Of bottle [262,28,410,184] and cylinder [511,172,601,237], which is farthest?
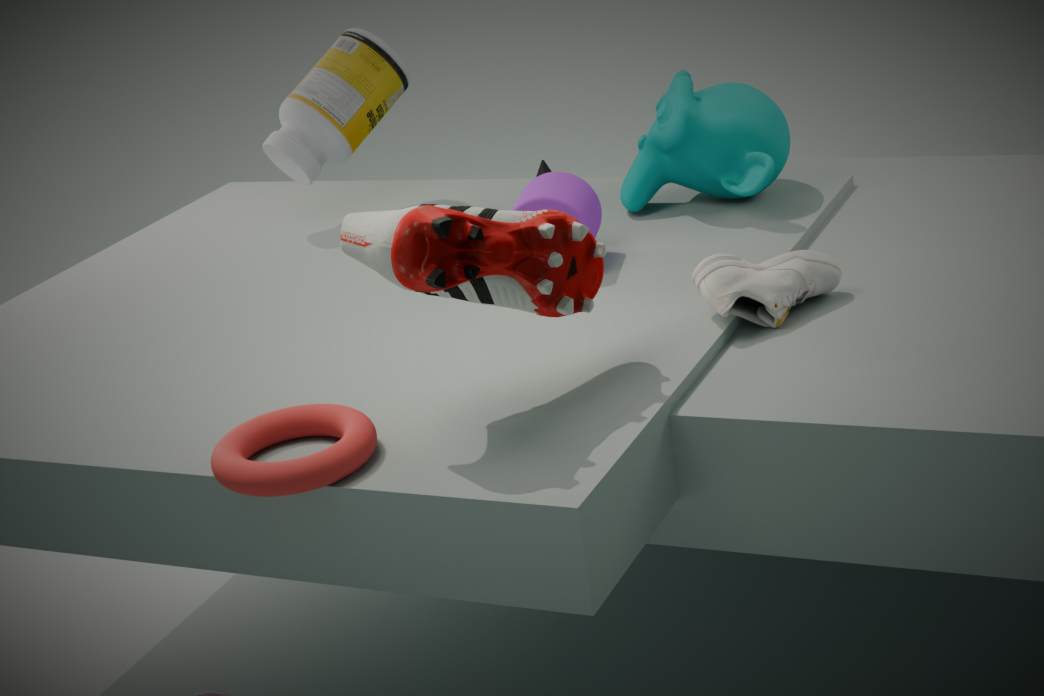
bottle [262,28,410,184]
